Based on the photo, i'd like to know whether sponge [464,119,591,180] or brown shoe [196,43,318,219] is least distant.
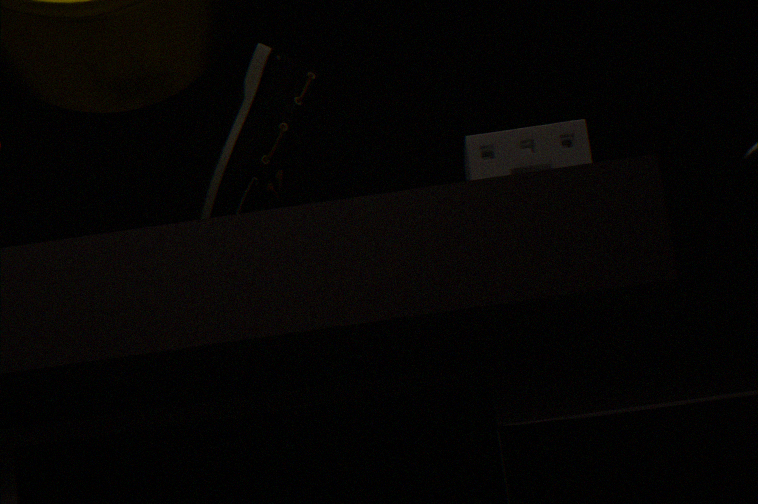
sponge [464,119,591,180]
